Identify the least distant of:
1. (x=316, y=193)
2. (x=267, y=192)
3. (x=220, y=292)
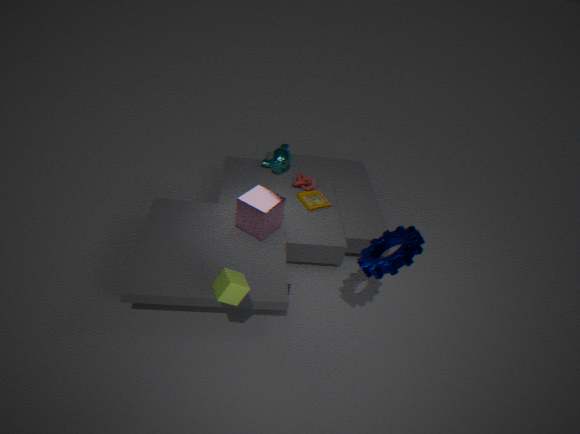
(x=220, y=292)
